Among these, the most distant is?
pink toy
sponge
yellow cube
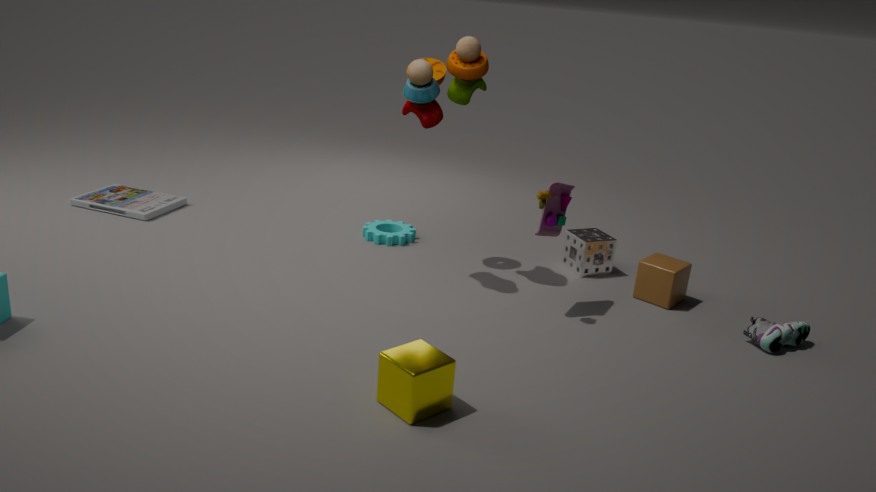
sponge
